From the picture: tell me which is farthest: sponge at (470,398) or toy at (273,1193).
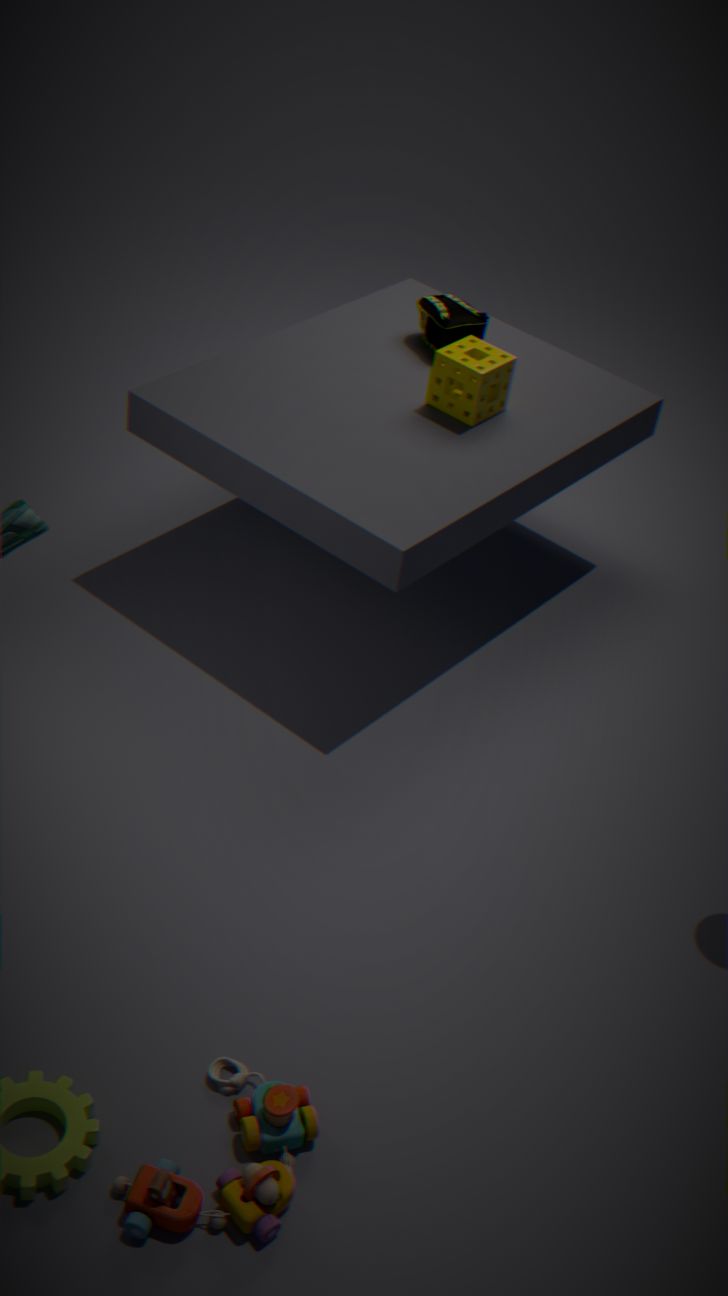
sponge at (470,398)
